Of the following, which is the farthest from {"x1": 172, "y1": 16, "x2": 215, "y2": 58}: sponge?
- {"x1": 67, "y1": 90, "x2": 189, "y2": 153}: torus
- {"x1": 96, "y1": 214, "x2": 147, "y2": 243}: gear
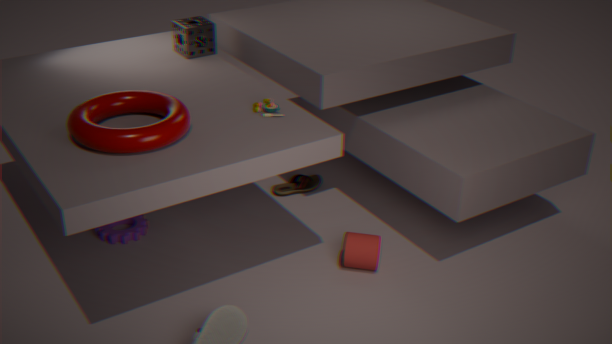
{"x1": 96, "y1": 214, "x2": 147, "y2": 243}: gear
